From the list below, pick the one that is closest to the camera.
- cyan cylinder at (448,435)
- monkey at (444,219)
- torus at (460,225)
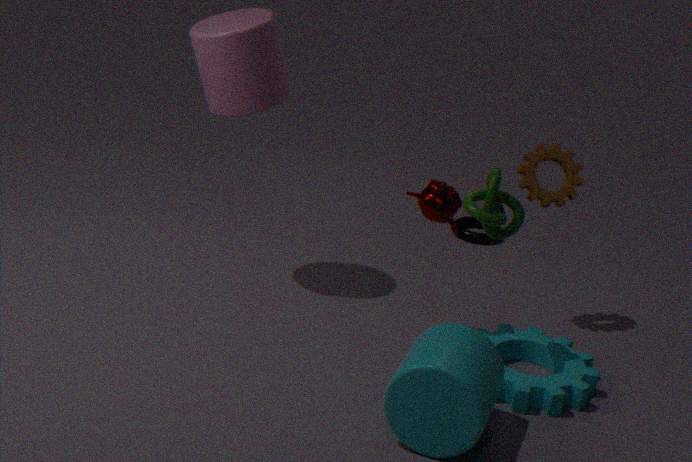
cyan cylinder at (448,435)
